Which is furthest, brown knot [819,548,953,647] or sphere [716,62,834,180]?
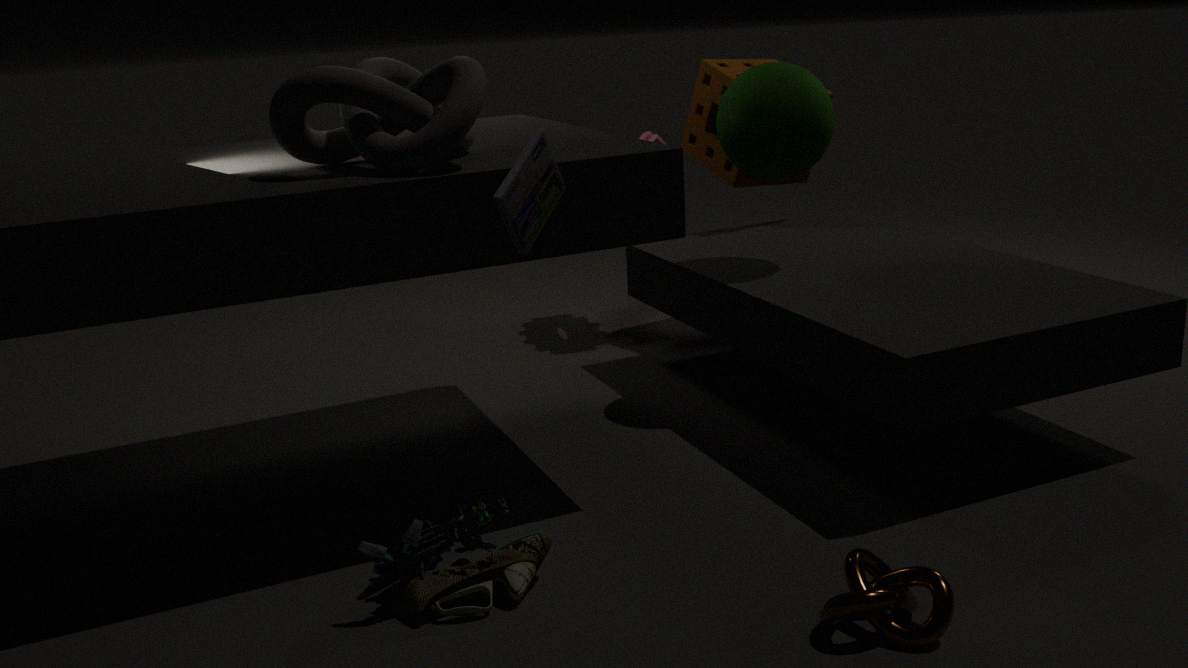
sphere [716,62,834,180]
